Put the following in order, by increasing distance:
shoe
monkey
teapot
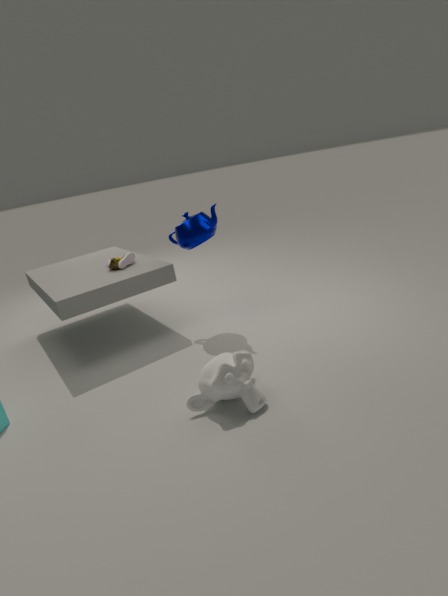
monkey, teapot, shoe
